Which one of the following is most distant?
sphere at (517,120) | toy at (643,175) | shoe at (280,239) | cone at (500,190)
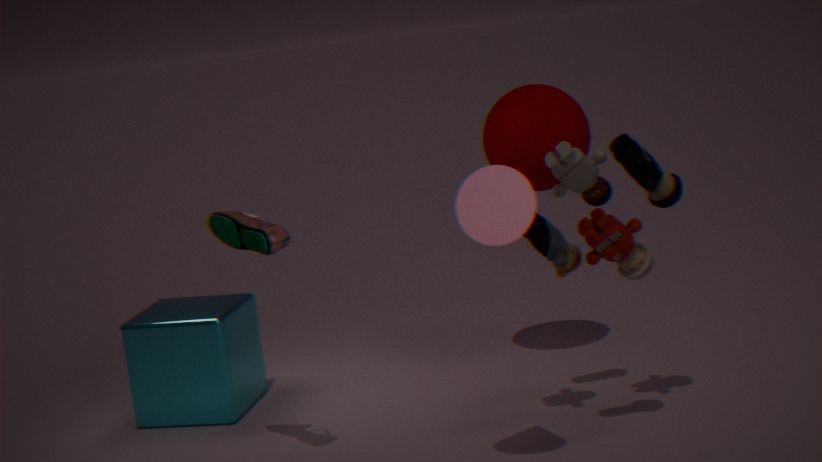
sphere at (517,120)
